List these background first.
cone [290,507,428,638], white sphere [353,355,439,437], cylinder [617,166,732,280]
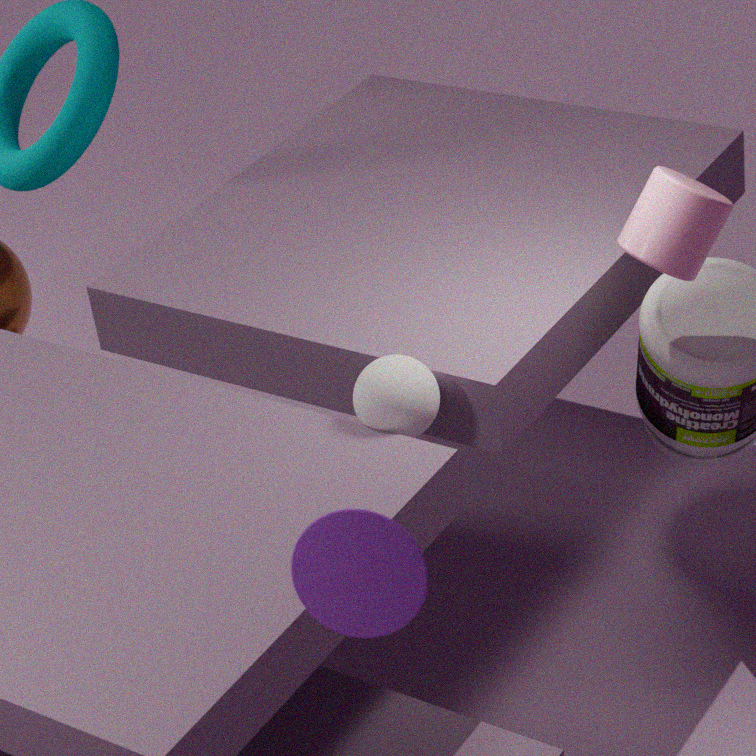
white sphere [353,355,439,437] < cylinder [617,166,732,280] < cone [290,507,428,638]
